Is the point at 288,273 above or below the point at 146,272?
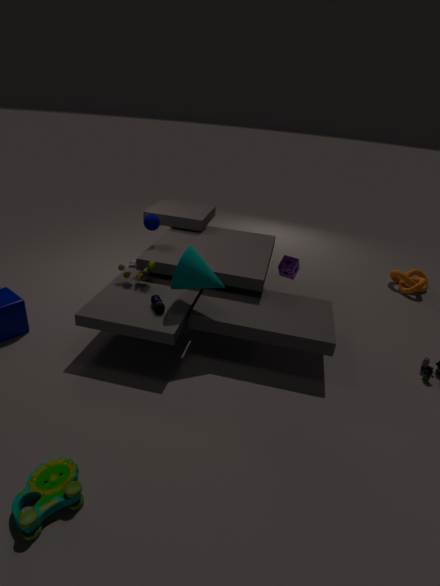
below
